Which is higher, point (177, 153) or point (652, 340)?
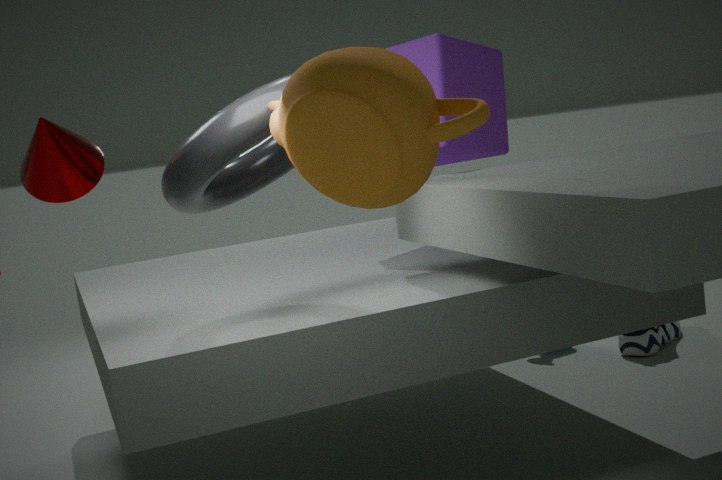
point (177, 153)
